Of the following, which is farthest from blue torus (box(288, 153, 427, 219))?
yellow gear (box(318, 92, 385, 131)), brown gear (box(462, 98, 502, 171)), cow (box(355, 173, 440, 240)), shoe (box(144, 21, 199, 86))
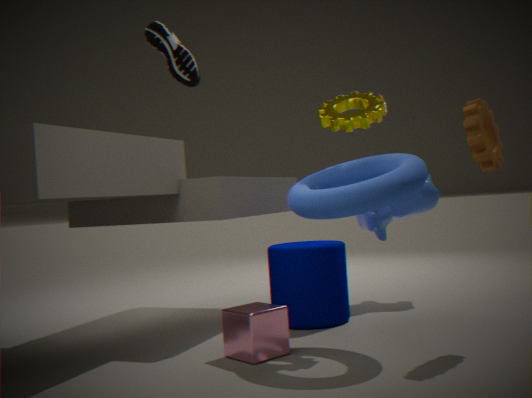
shoe (box(144, 21, 199, 86))
